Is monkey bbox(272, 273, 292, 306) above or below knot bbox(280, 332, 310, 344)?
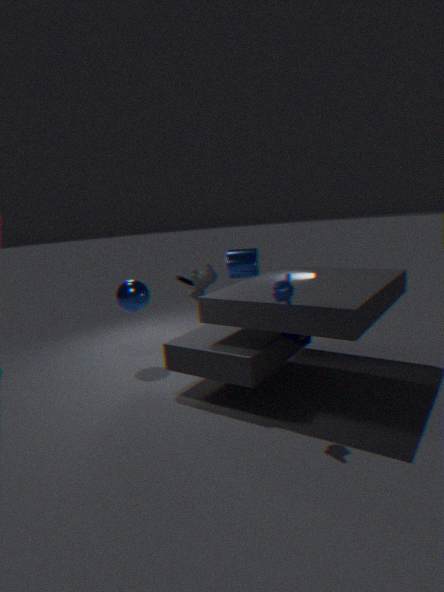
above
